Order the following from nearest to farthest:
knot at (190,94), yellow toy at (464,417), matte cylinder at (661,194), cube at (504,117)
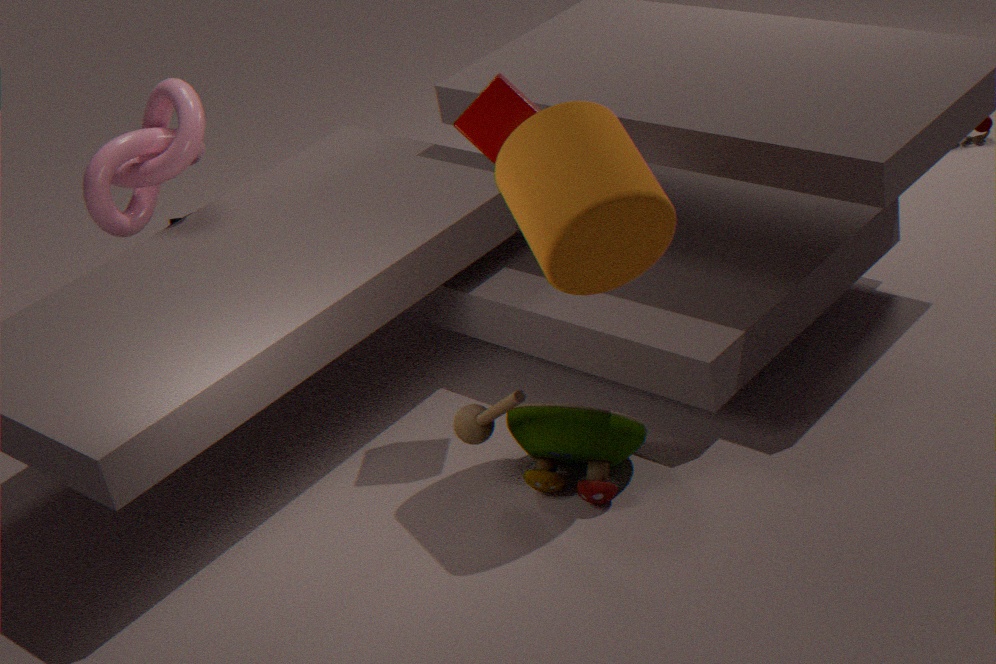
1. matte cylinder at (661,194)
2. cube at (504,117)
3. yellow toy at (464,417)
4. knot at (190,94)
